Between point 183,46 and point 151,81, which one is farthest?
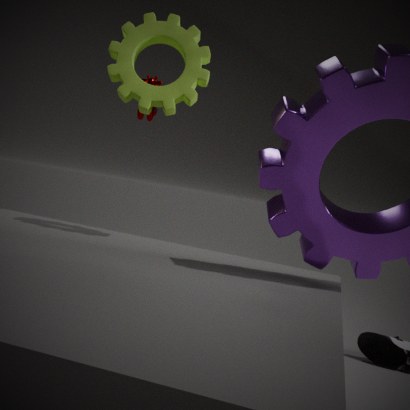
point 151,81
